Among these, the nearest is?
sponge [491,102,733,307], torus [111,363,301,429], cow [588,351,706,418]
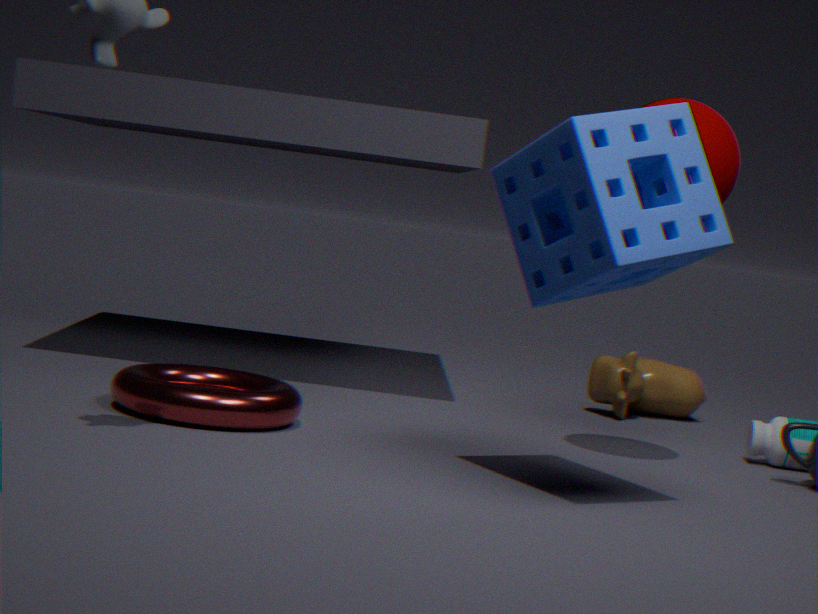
sponge [491,102,733,307]
